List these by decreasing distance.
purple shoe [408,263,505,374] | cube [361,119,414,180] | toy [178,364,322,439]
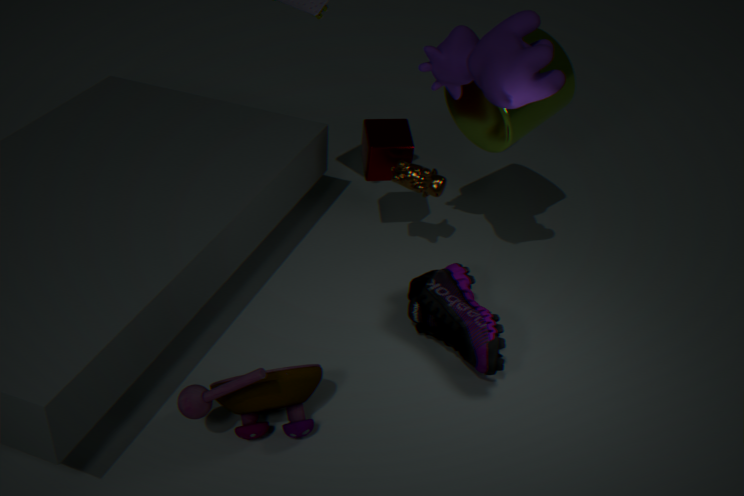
1. cube [361,119,414,180]
2. purple shoe [408,263,505,374]
3. toy [178,364,322,439]
